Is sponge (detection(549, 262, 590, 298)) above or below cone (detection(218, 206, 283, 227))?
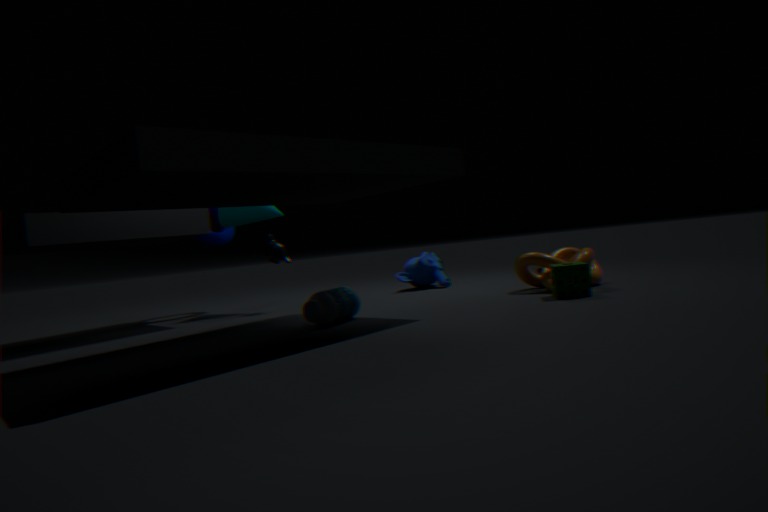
below
